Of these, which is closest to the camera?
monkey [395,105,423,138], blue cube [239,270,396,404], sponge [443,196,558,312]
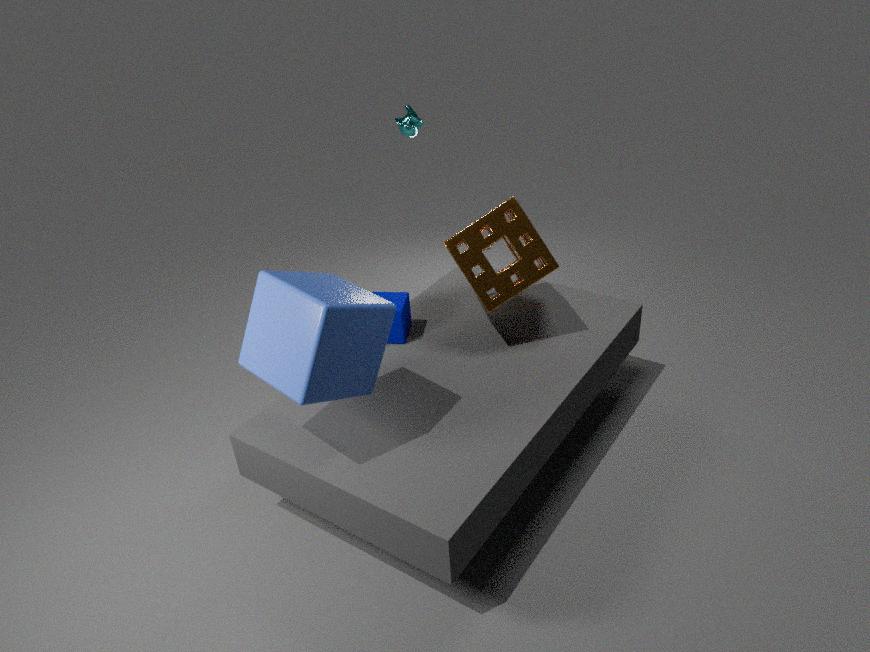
blue cube [239,270,396,404]
